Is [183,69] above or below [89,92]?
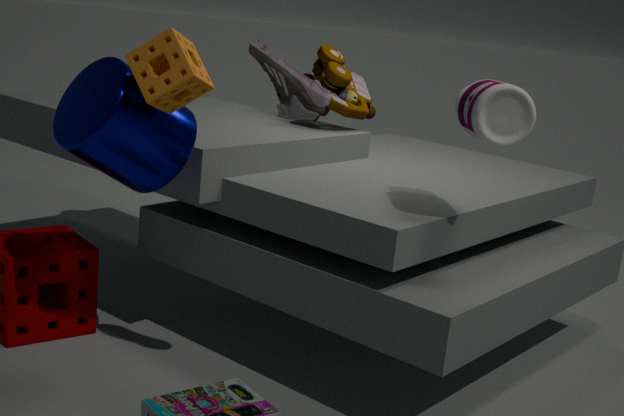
above
